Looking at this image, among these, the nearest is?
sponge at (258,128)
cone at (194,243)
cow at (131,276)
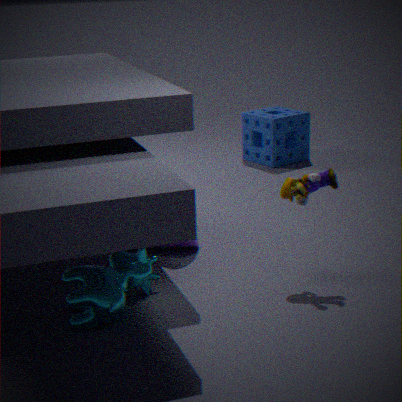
cow at (131,276)
